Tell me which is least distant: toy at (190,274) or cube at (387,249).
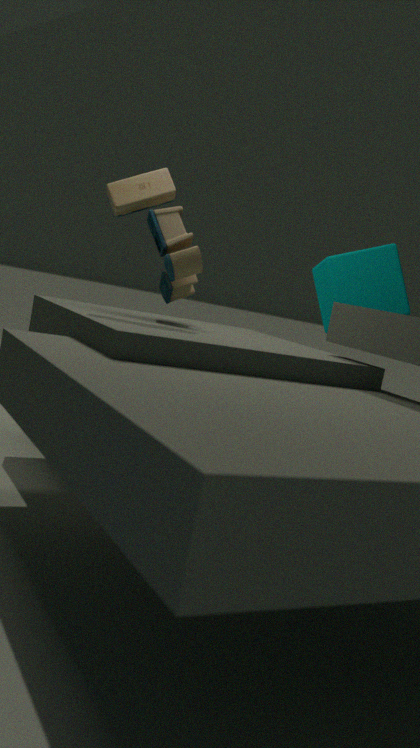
toy at (190,274)
